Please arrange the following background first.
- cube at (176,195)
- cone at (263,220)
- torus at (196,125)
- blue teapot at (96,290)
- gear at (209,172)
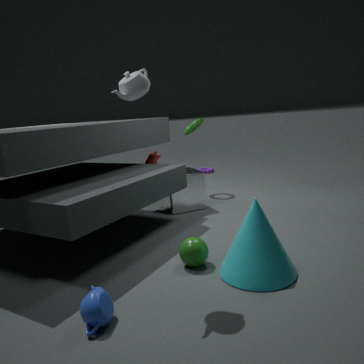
Answer: gear at (209,172) < torus at (196,125) < cube at (176,195) < cone at (263,220) < blue teapot at (96,290)
